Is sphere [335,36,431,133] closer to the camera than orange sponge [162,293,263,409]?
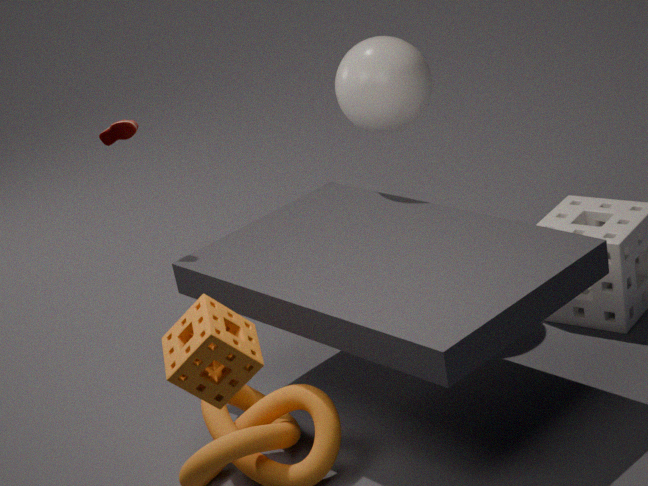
No
